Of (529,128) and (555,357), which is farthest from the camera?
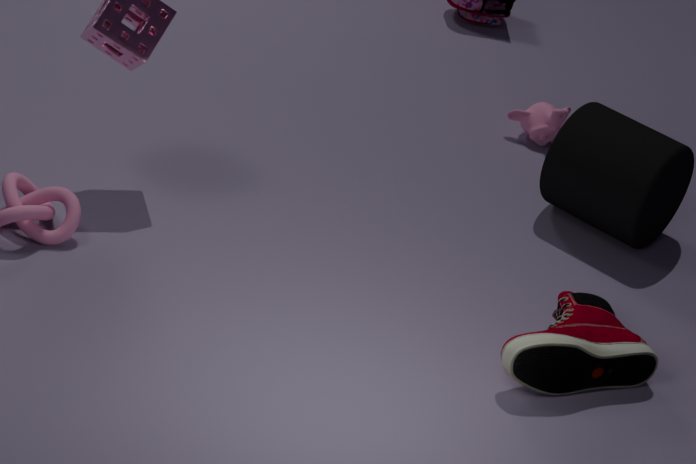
(529,128)
